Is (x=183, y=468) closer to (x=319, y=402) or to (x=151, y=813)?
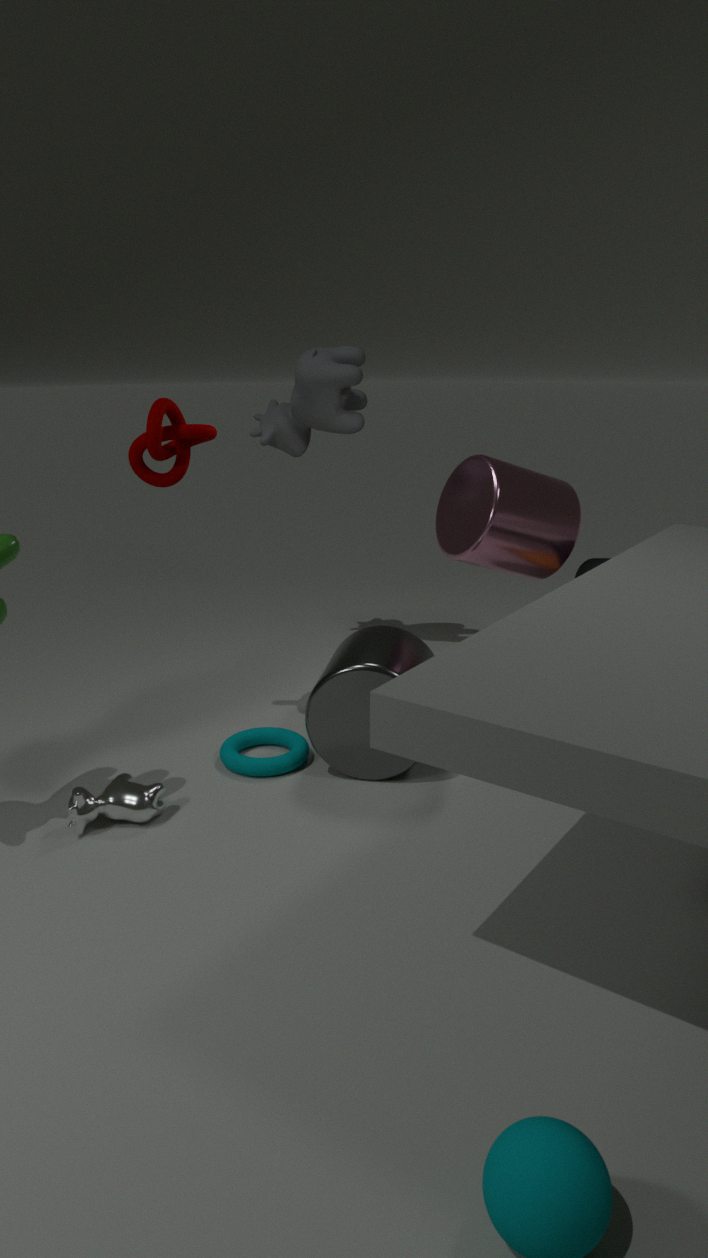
(x=319, y=402)
